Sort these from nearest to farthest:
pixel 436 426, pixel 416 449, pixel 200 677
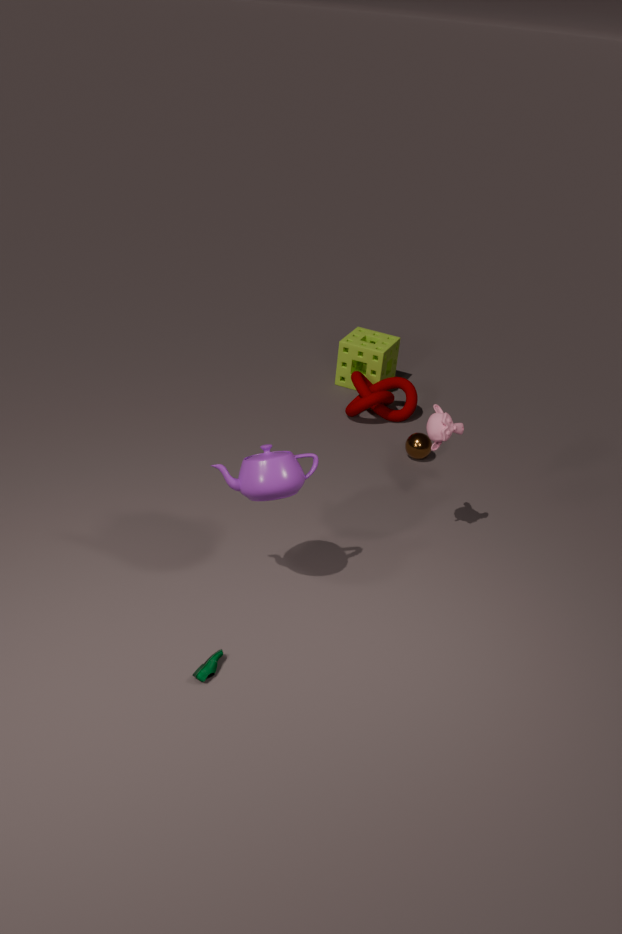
pixel 200 677, pixel 436 426, pixel 416 449
